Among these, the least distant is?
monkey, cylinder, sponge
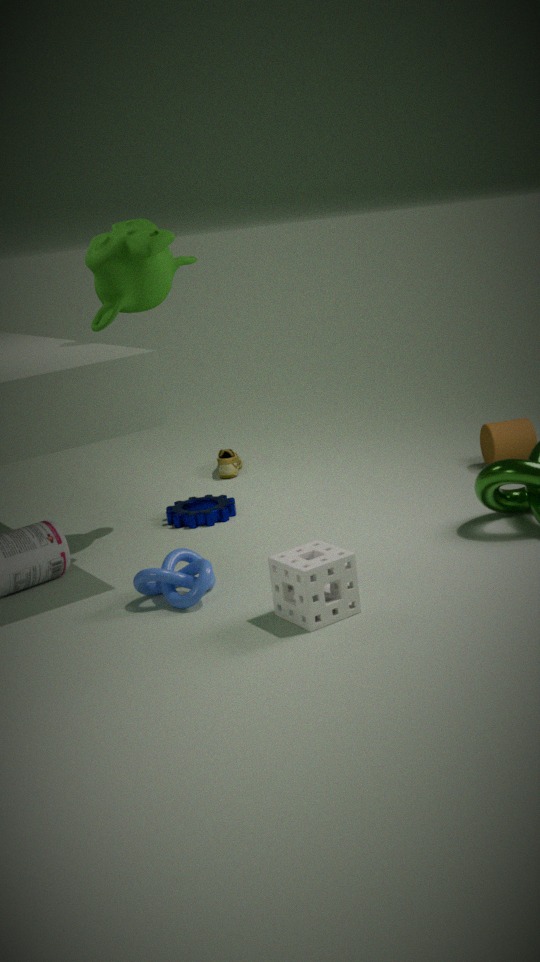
sponge
